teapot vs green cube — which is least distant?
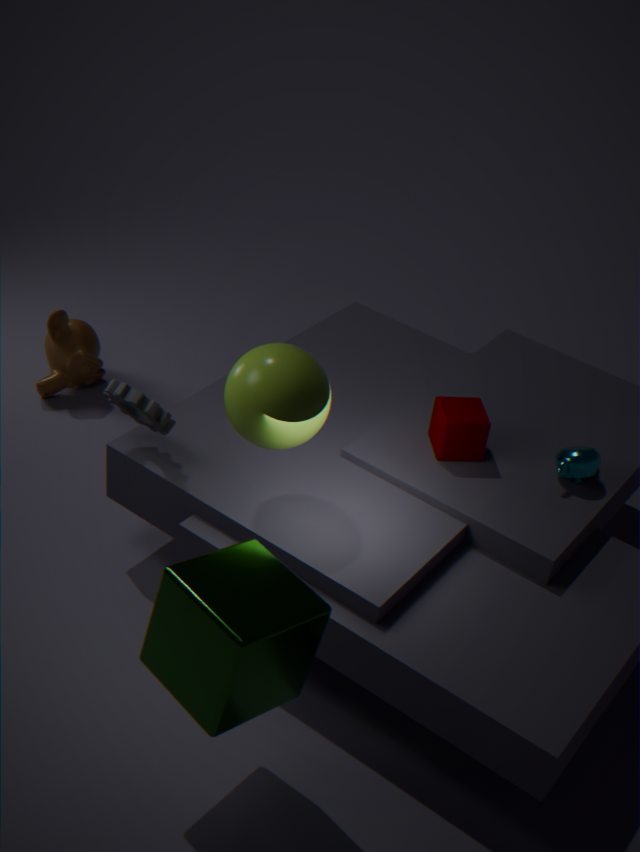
green cube
